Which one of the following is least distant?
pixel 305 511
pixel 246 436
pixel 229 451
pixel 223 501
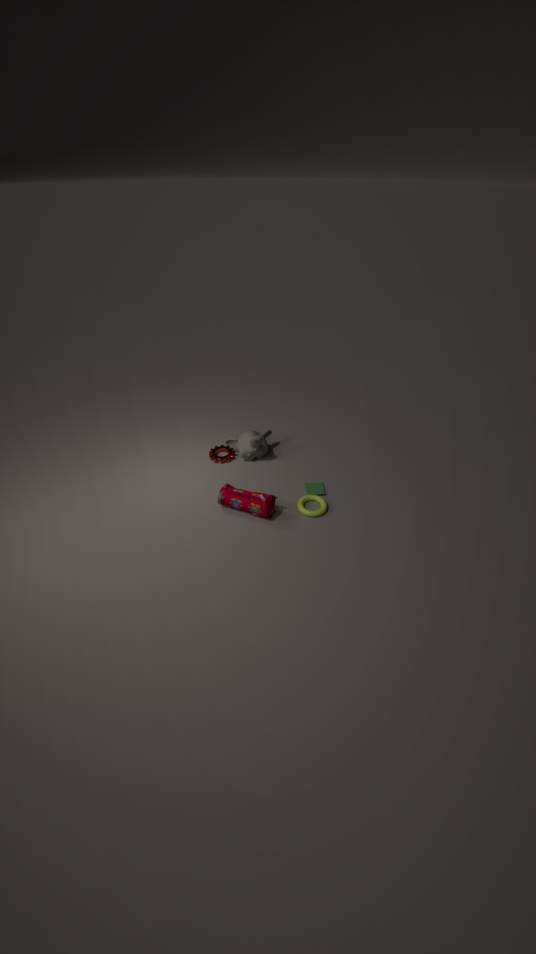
pixel 305 511
